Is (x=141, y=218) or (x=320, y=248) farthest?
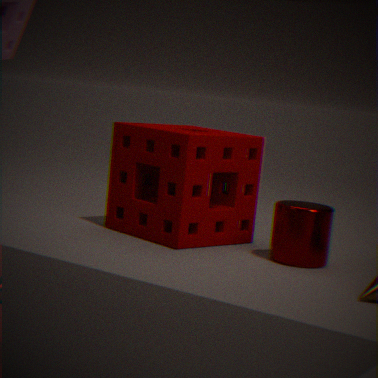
(x=141, y=218)
